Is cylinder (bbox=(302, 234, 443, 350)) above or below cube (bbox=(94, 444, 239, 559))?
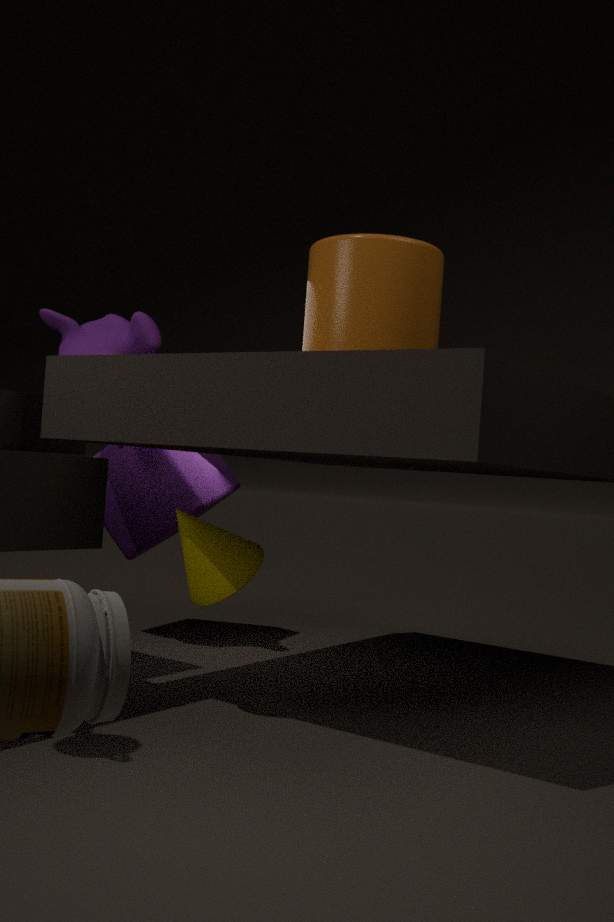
above
